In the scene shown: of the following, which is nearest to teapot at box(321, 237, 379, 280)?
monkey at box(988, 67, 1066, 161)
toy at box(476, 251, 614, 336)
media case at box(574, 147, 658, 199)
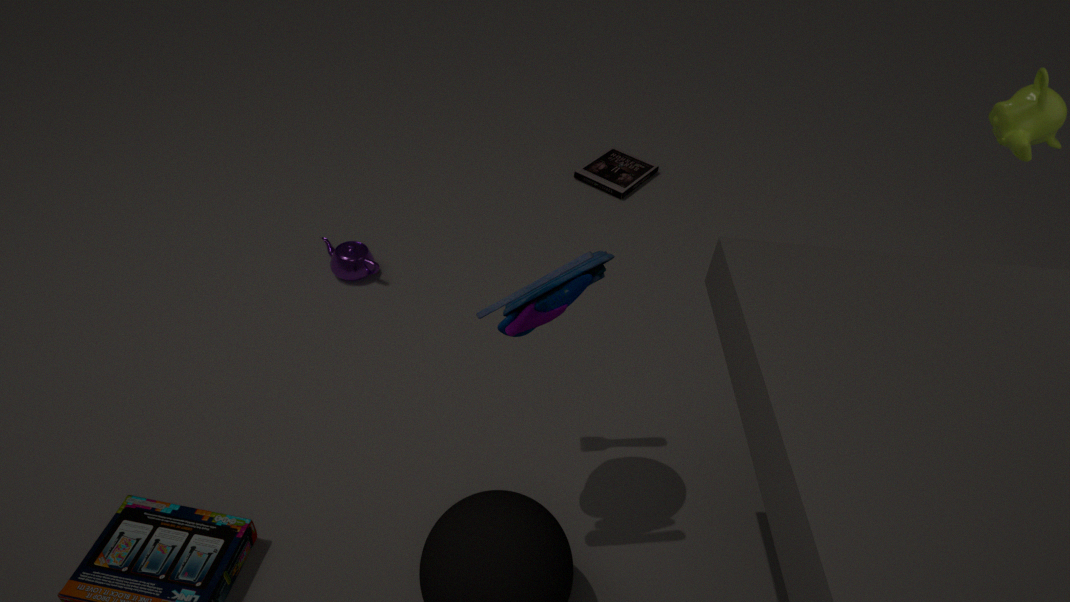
toy at box(476, 251, 614, 336)
